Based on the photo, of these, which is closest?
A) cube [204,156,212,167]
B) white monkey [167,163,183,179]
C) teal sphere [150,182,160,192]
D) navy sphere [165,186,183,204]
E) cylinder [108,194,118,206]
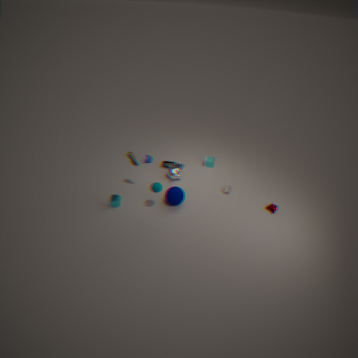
teal sphere [150,182,160,192]
